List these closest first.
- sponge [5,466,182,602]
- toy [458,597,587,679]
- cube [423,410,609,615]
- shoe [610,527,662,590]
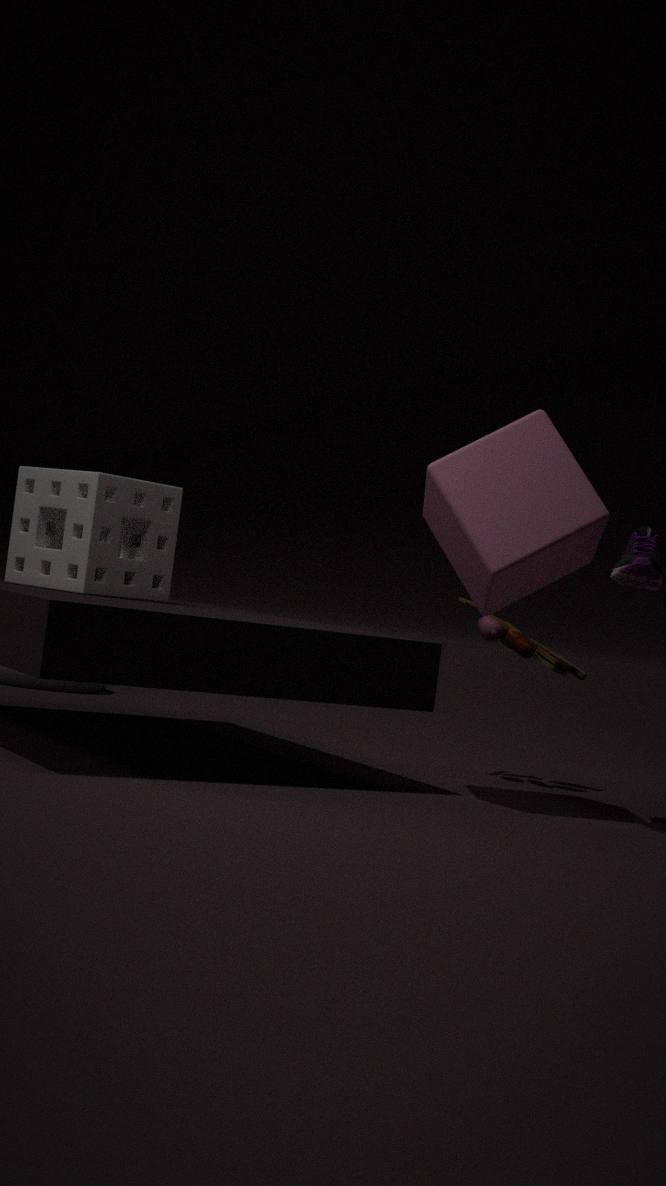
shoe [610,527,662,590] → cube [423,410,609,615] → sponge [5,466,182,602] → toy [458,597,587,679]
